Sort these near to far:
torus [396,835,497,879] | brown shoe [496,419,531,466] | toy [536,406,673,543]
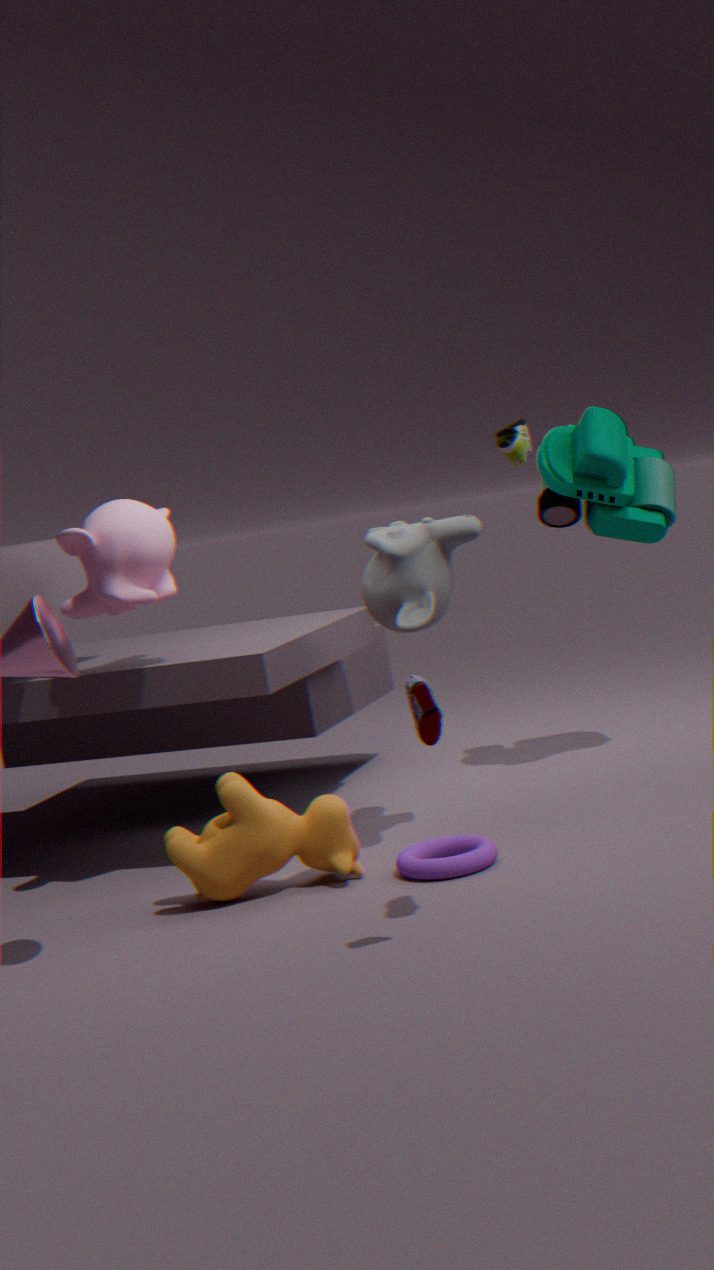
brown shoe [496,419,531,466], torus [396,835,497,879], toy [536,406,673,543]
